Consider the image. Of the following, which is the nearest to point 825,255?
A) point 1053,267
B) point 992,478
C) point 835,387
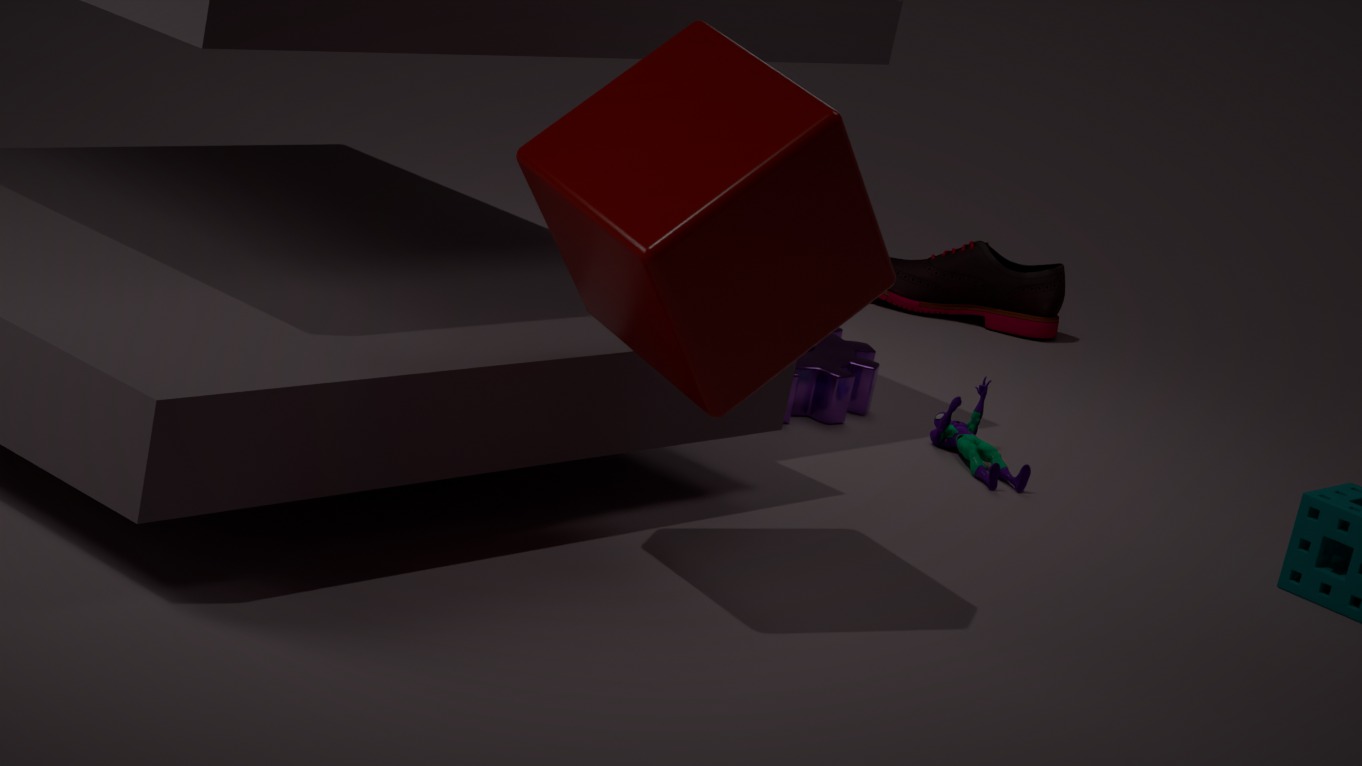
point 992,478
